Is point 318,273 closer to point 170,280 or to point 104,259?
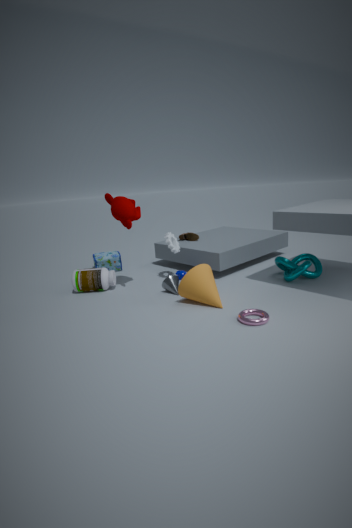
point 170,280
